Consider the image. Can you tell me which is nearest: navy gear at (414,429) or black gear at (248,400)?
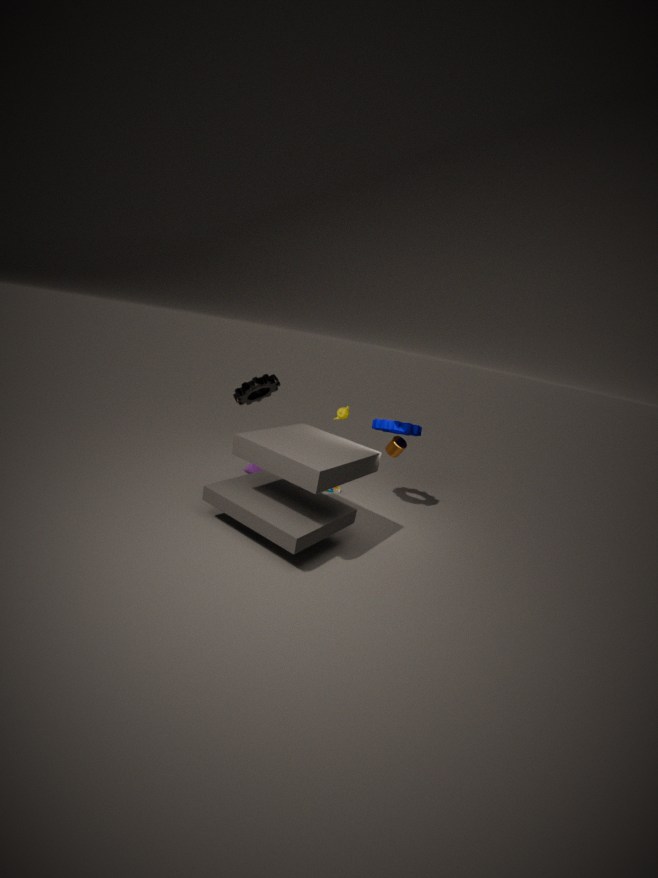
navy gear at (414,429)
